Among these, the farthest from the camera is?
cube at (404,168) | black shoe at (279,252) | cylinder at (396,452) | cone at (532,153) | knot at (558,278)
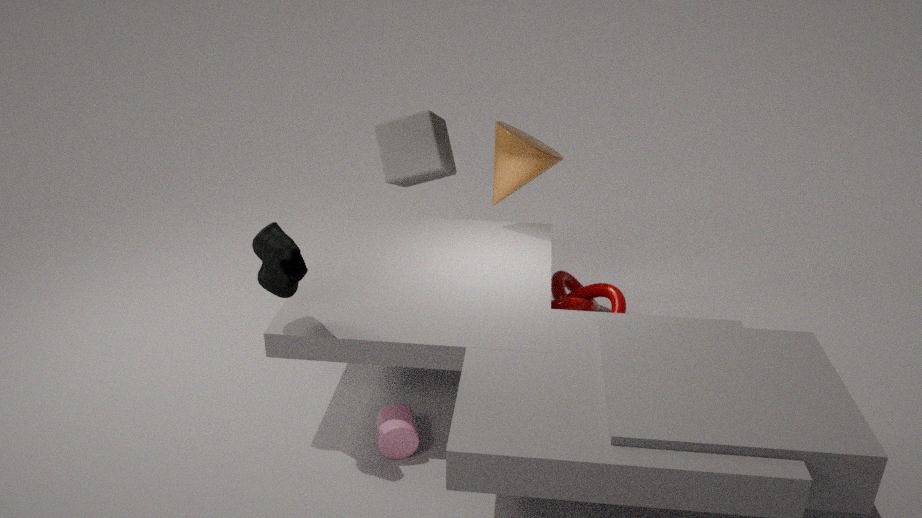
cube at (404,168)
